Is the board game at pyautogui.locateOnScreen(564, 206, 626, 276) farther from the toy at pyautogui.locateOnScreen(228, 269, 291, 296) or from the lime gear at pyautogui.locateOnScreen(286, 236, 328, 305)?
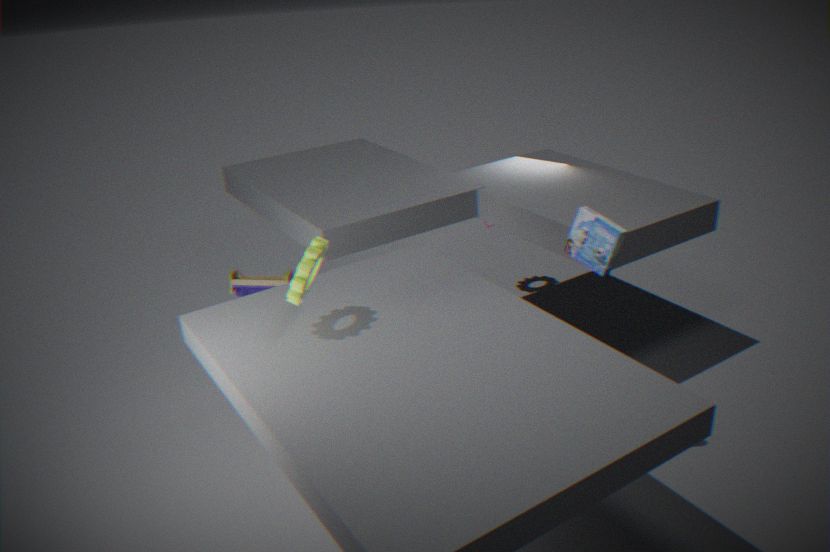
the toy at pyautogui.locateOnScreen(228, 269, 291, 296)
